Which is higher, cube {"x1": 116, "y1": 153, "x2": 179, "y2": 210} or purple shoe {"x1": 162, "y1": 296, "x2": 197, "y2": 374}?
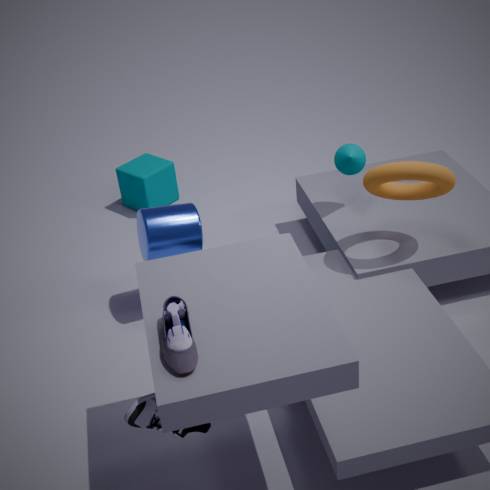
purple shoe {"x1": 162, "y1": 296, "x2": 197, "y2": 374}
